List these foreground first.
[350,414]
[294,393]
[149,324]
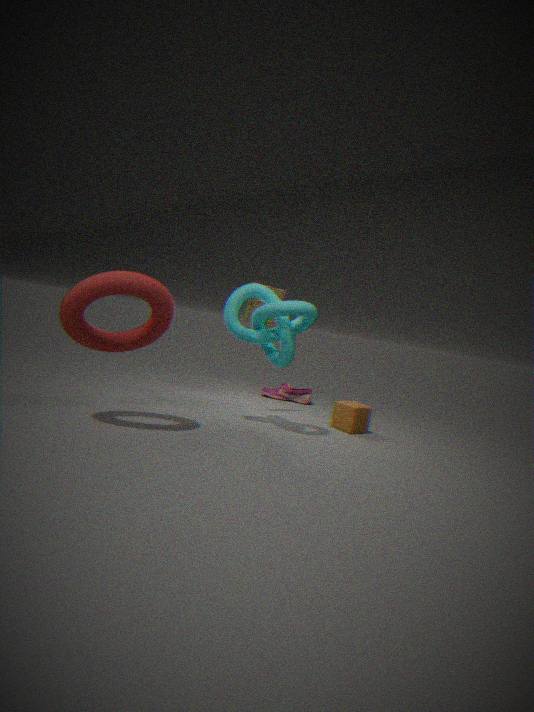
[149,324]
[350,414]
[294,393]
